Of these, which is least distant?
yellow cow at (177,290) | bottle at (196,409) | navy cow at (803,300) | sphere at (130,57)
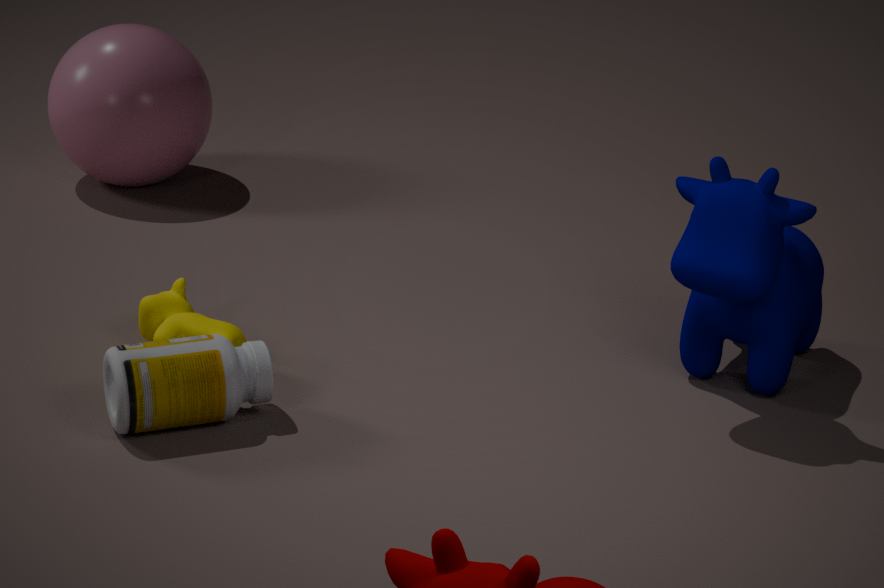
bottle at (196,409)
